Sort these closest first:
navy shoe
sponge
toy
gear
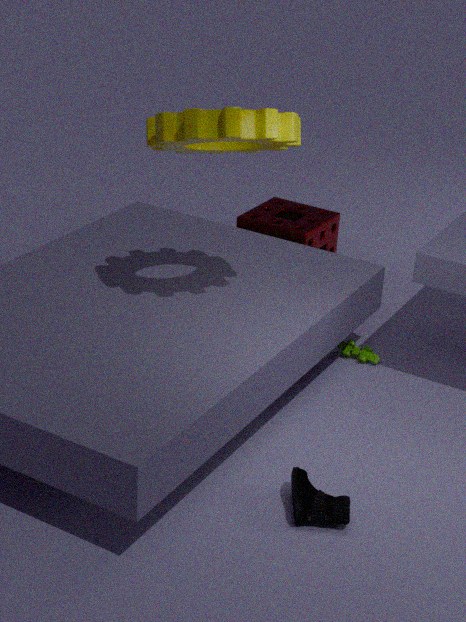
navy shoe → gear → toy → sponge
